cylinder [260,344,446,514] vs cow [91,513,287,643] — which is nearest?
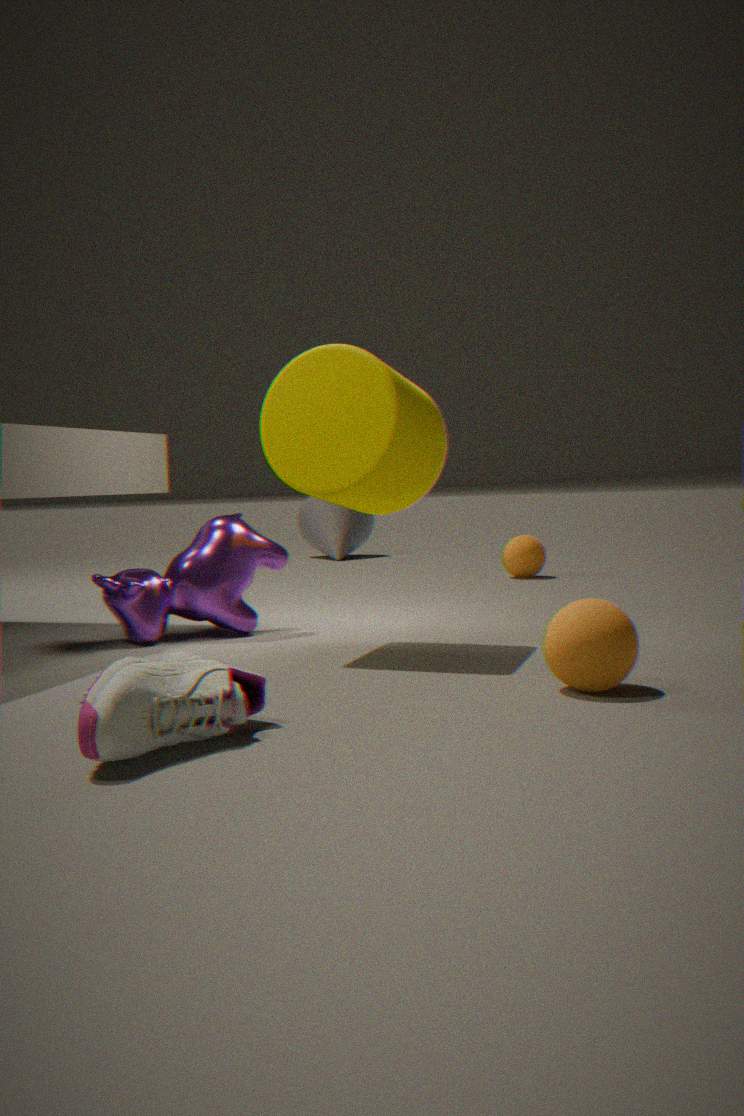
cylinder [260,344,446,514]
